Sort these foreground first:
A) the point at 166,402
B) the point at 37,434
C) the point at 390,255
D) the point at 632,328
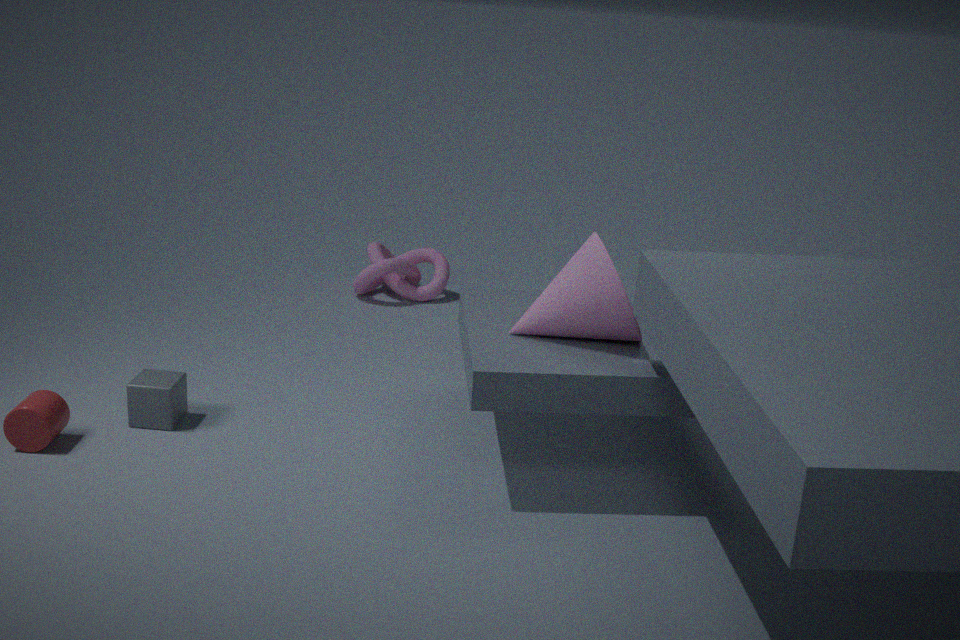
the point at 632,328 → the point at 37,434 → the point at 166,402 → the point at 390,255
